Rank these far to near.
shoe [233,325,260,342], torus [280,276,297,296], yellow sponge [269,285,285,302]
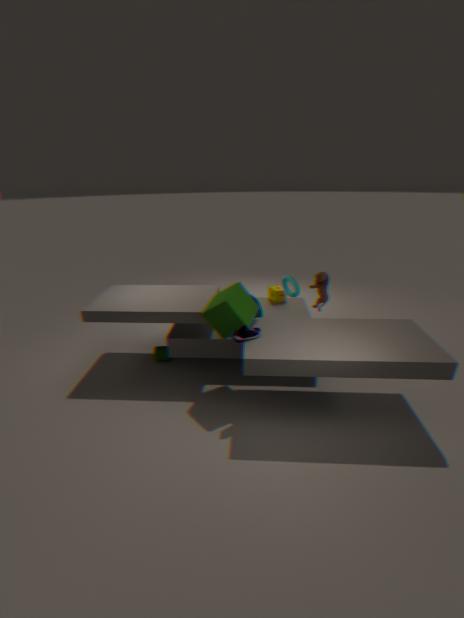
yellow sponge [269,285,285,302]
torus [280,276,297,296]
shoe [233,325,260,342]
